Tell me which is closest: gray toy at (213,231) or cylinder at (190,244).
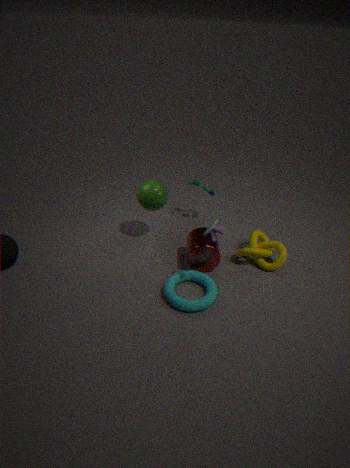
gray toy at (213,231)
